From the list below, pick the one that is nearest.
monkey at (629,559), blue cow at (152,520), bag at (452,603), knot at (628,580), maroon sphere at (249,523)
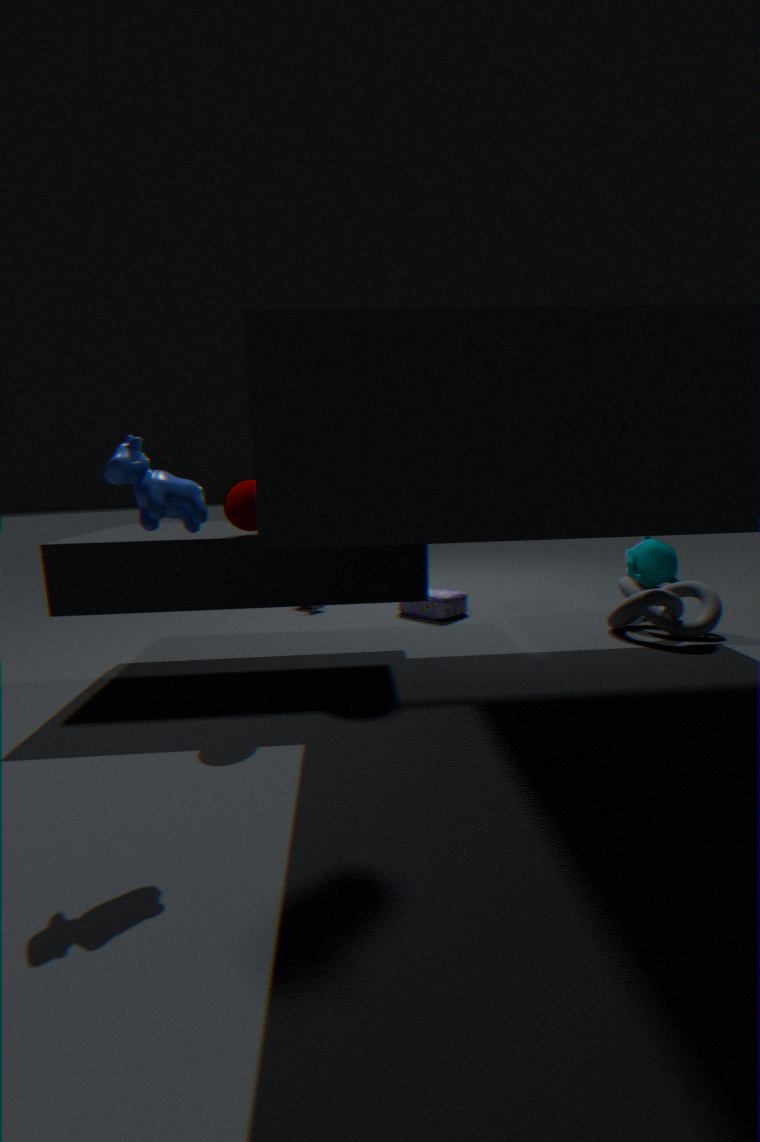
blue cow at (152,520)
